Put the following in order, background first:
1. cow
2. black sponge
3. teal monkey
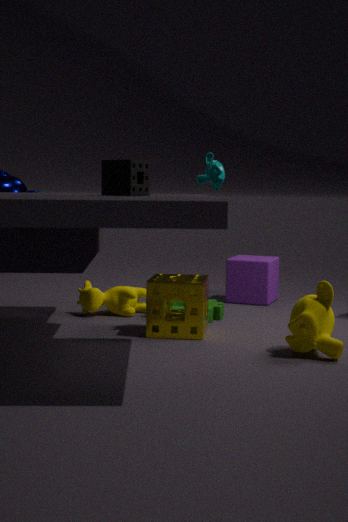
cow < teal monkey < black sponge
